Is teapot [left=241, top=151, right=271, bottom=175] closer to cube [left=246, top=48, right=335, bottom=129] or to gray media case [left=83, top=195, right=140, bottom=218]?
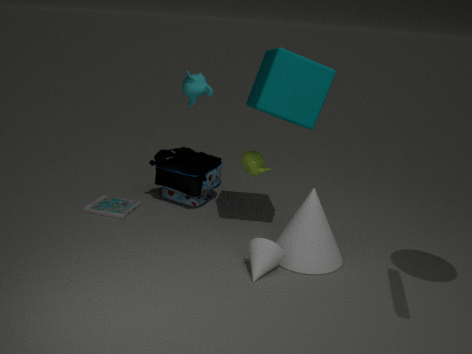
cube [left=246, top=48, right=335, bottom=129]
